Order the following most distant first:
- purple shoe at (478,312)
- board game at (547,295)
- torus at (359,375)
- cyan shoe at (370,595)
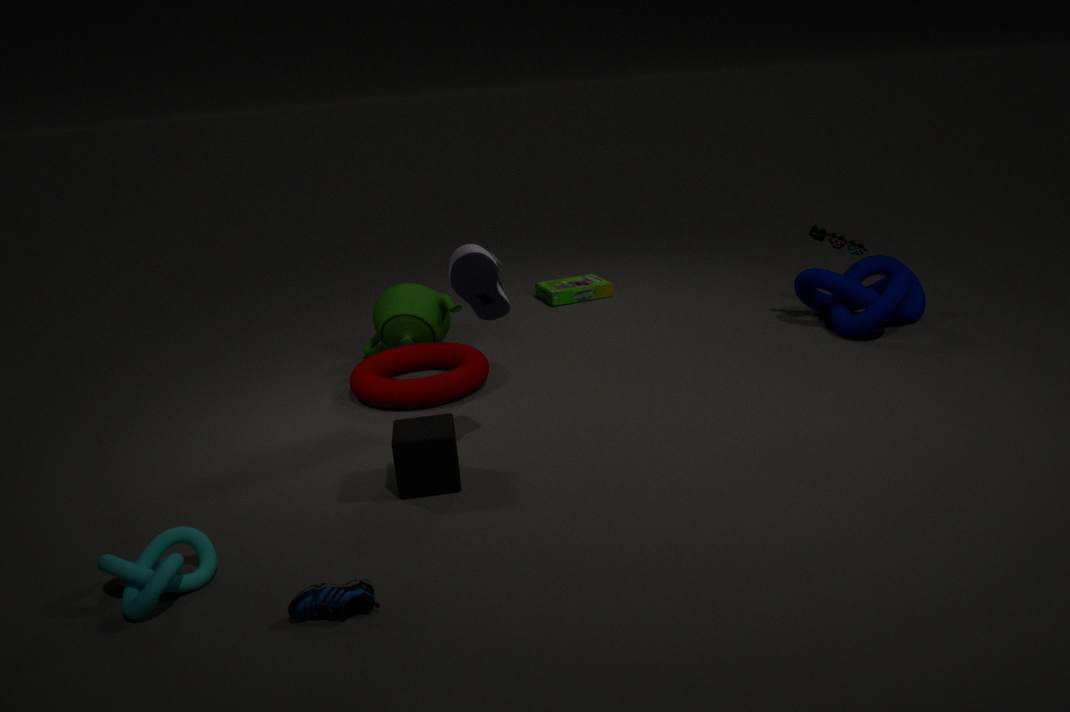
board game at (547,295) → torus at (359,375) → purple shoe at (478,312) → cyan shoe at (370,595)
